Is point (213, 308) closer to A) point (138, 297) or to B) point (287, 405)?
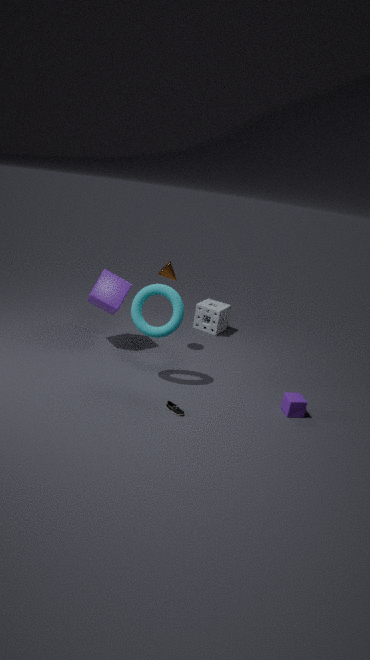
A) point (138, 297)
